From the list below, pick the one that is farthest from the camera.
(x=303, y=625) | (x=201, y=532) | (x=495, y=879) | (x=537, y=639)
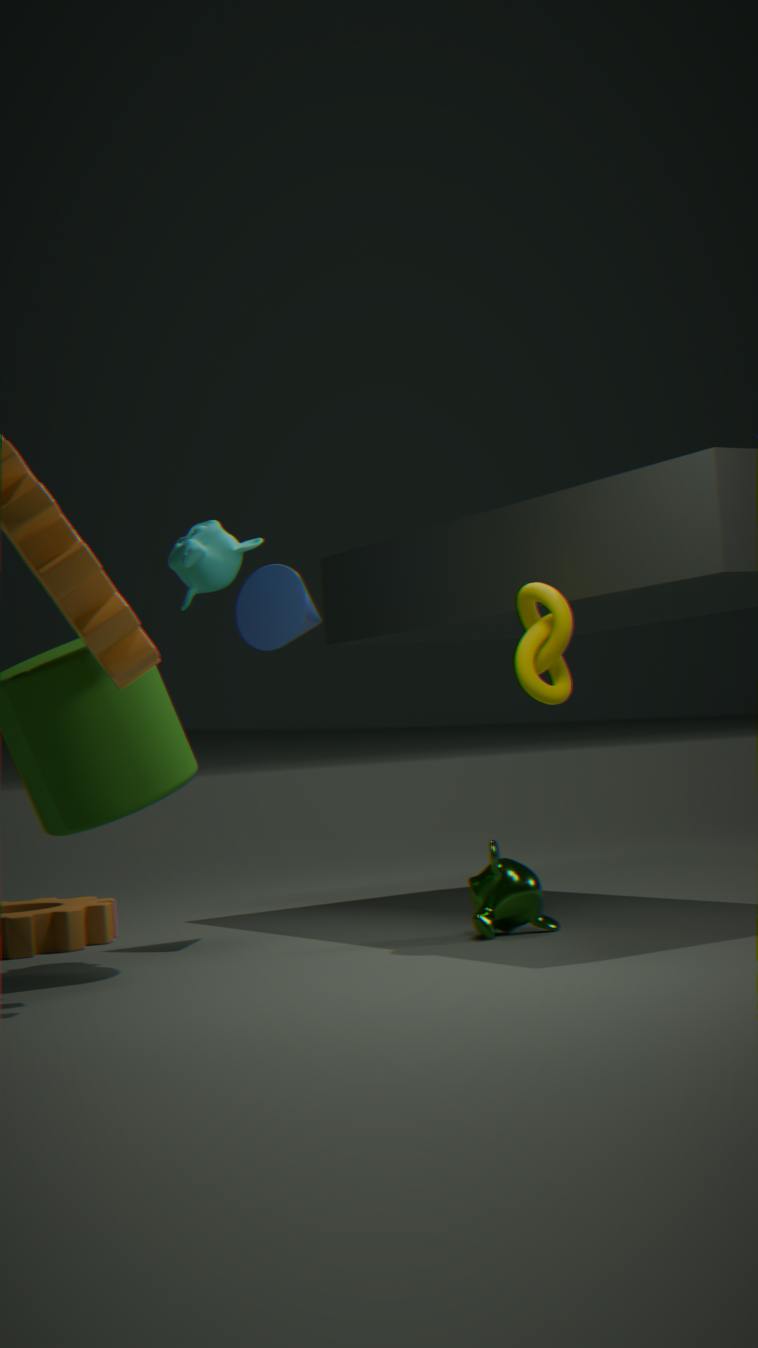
(x=303, y=625)
